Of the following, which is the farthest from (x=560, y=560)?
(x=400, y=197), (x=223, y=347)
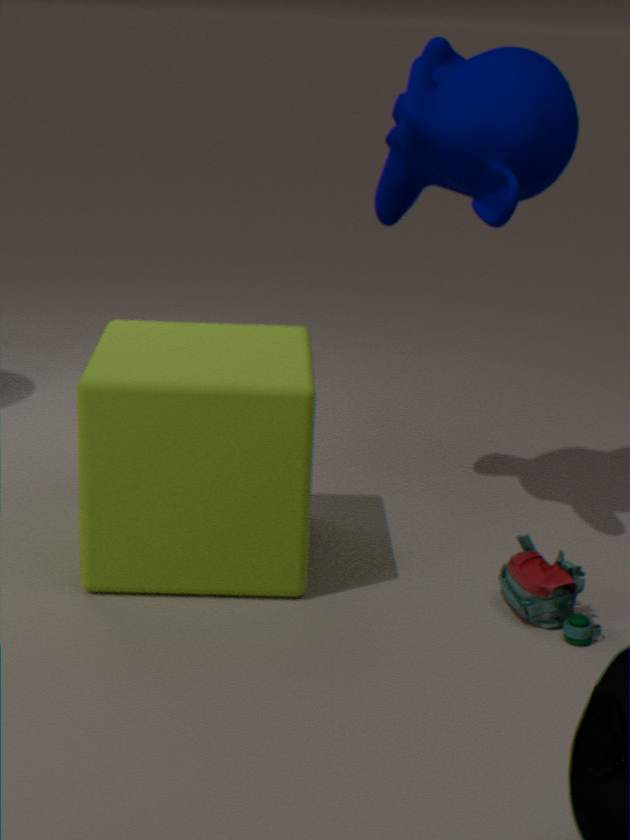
(x=400, y=197)
